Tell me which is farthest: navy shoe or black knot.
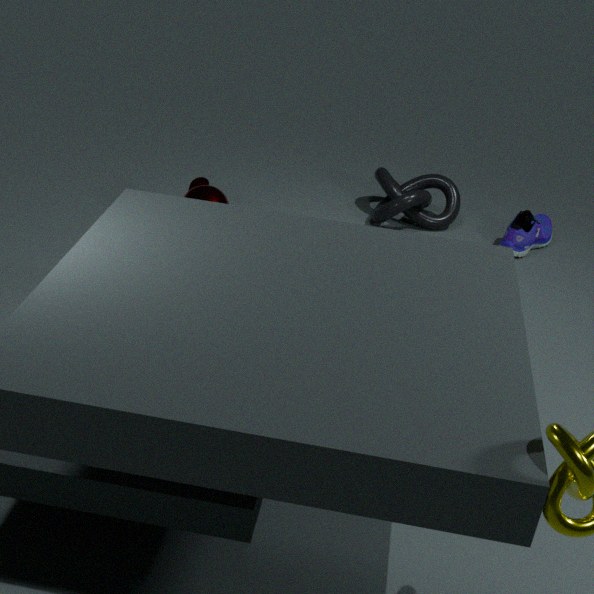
black knot
